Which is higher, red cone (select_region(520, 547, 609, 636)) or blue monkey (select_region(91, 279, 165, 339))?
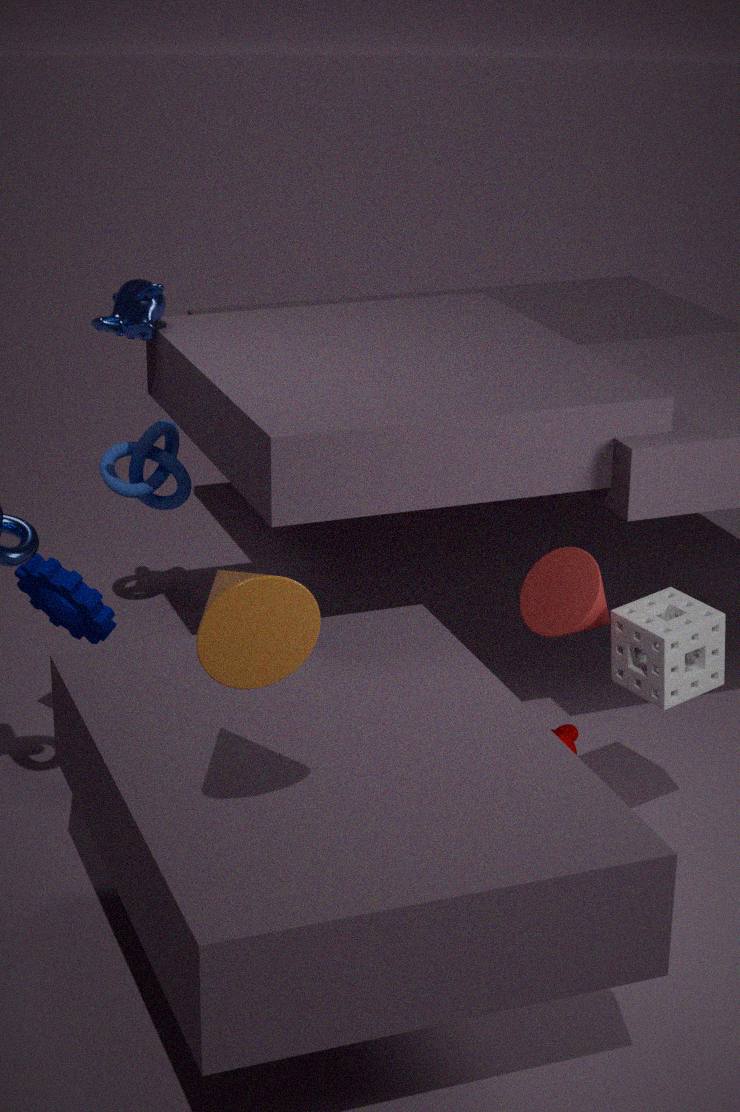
blue monkey (select_region(91, 279, 165, 339))
